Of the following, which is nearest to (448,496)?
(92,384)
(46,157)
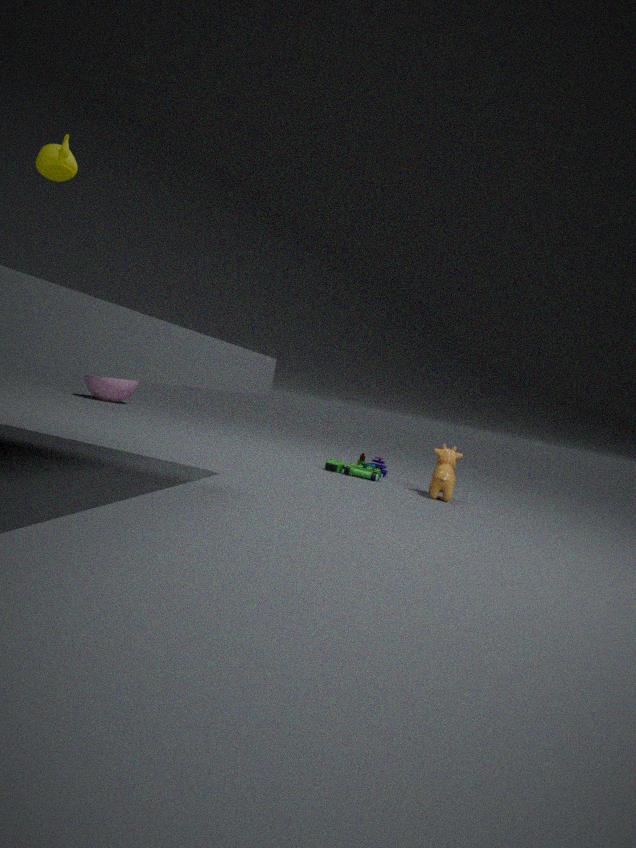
(46,157)
